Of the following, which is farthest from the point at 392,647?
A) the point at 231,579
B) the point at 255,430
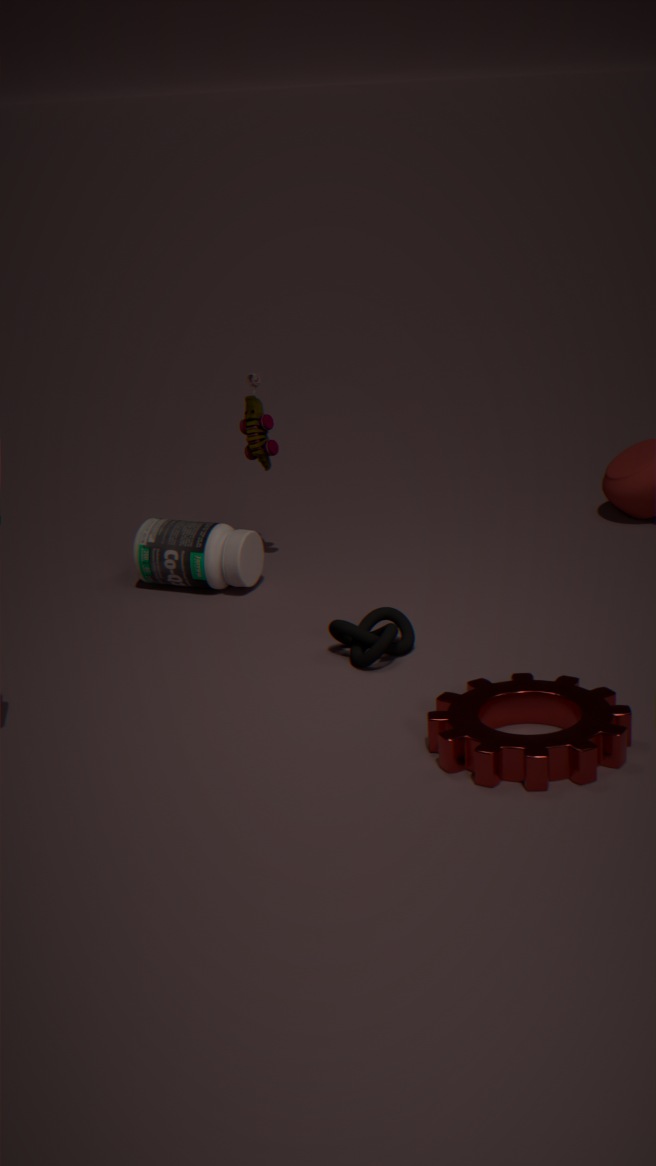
the point at 255,430
